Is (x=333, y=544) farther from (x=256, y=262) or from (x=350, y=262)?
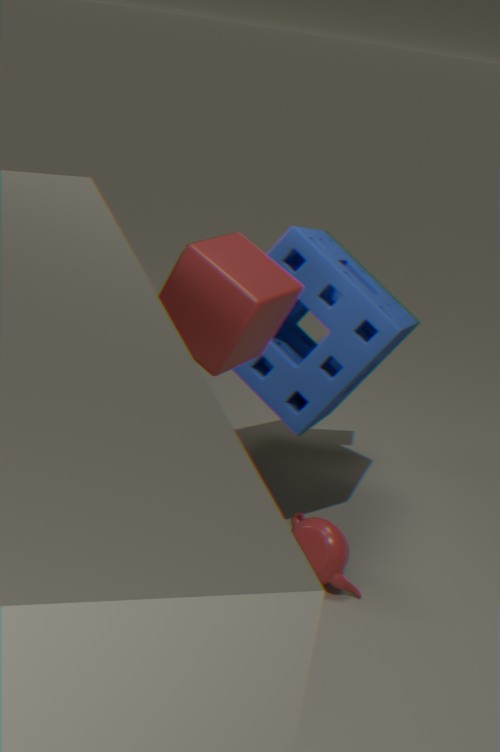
(x=256, y=262)
